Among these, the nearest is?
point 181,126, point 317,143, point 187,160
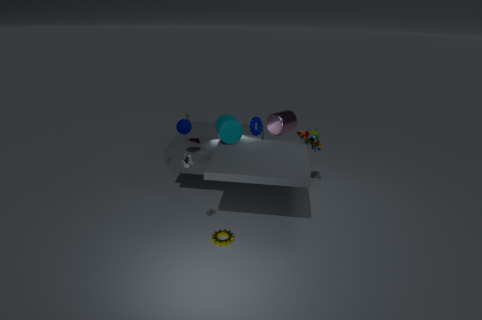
point 187,160
